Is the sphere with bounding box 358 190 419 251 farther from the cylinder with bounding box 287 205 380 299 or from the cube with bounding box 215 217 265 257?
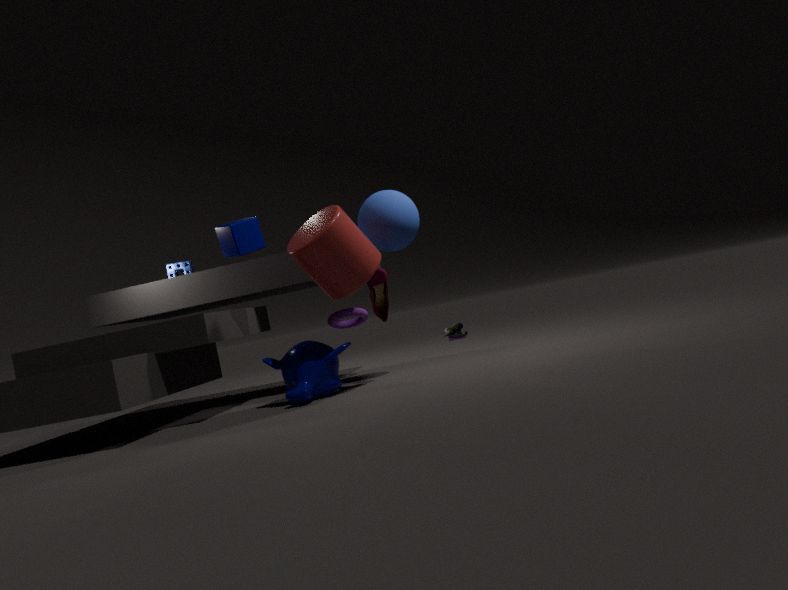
the cube with bounding box 215 217 265 257
